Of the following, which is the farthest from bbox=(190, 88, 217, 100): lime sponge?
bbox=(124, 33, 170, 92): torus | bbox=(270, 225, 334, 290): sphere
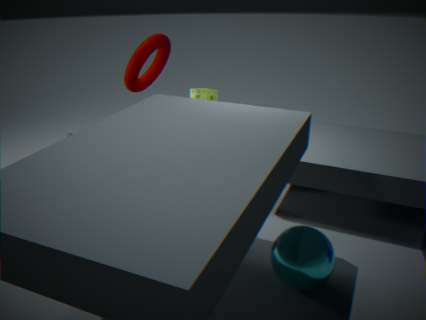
bbox=(270, 225, 334, 290): sphere
